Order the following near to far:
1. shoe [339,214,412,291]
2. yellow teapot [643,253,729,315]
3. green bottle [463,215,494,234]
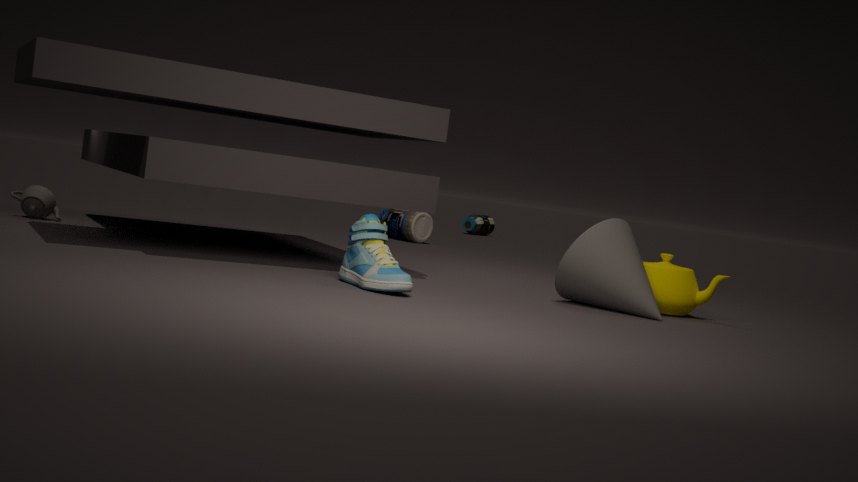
shoe [339,214,412,291], yellow teapot [643,253,729,315], green bottle [463,215,494,234]
